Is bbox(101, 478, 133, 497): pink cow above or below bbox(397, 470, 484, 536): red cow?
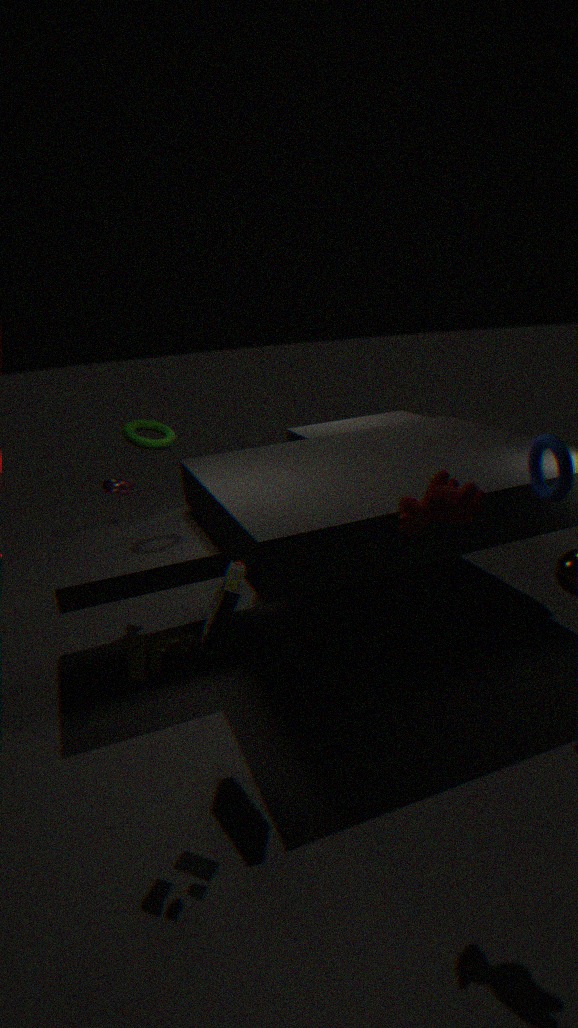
below
